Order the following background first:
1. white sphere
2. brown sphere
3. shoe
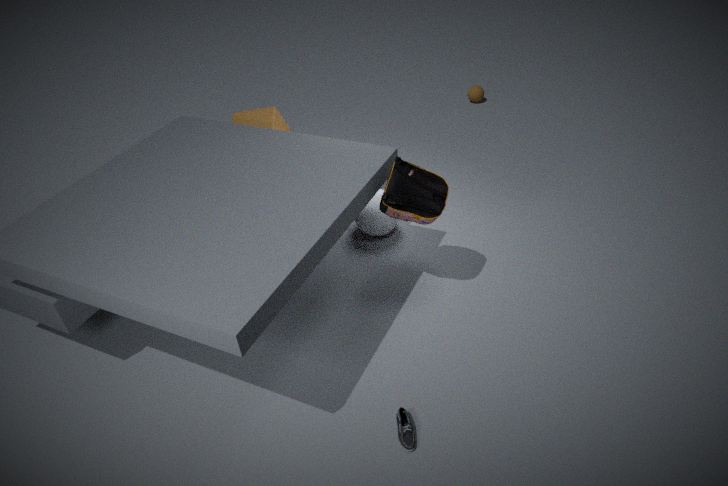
brown sphere
white sphere
shoe
